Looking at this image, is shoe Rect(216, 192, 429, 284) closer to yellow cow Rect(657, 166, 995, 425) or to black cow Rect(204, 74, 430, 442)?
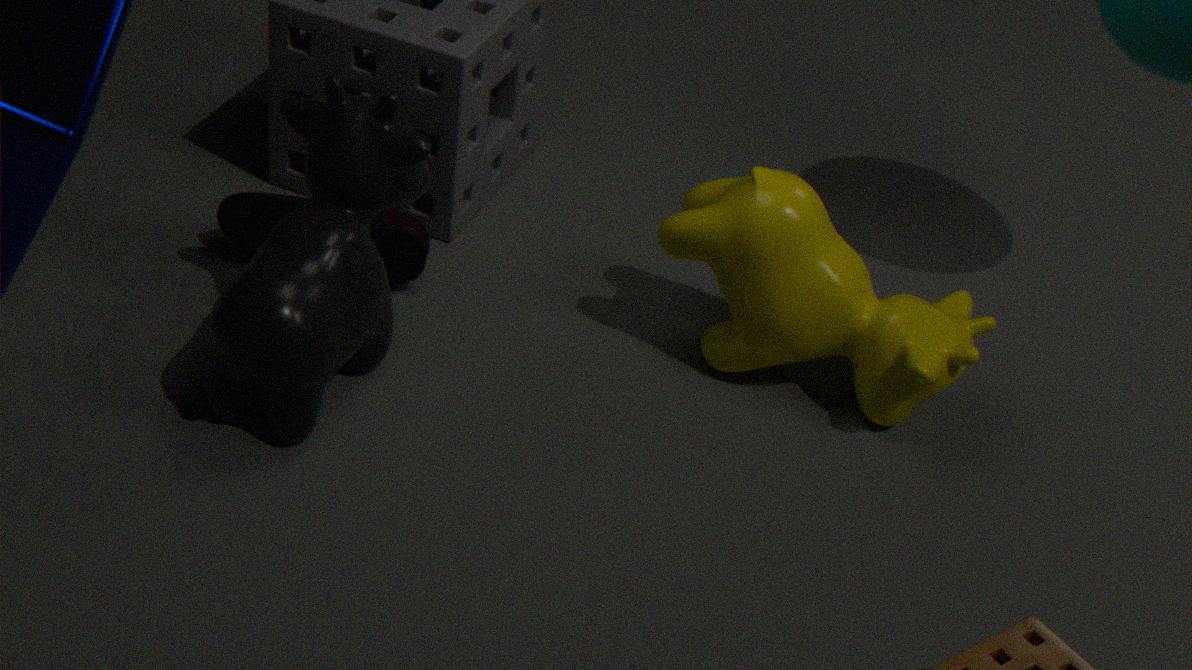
black cow Rect(204, 74, 430, 442)
